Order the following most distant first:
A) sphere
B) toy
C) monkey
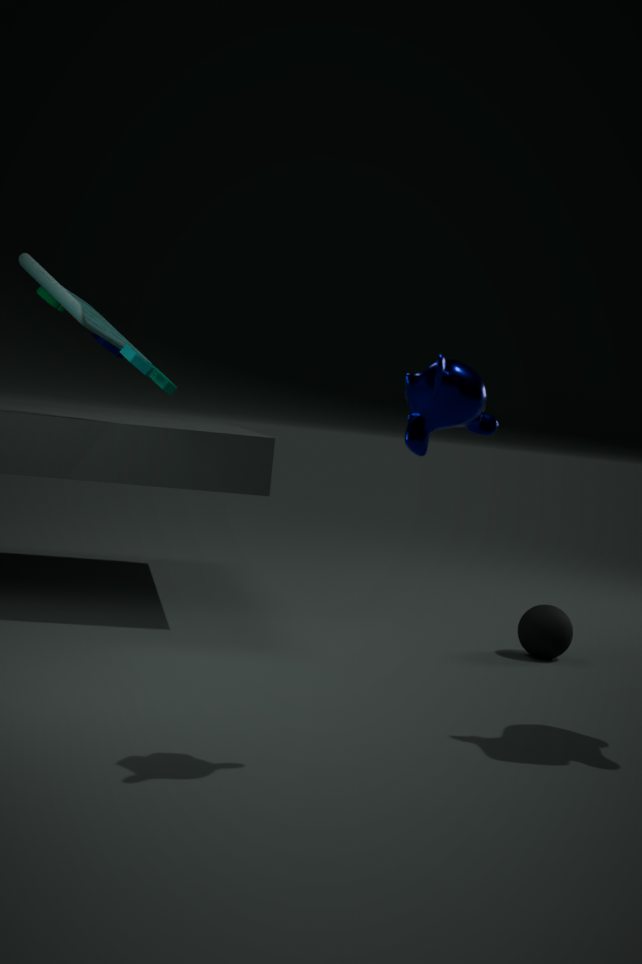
sphere
toy
monkey
